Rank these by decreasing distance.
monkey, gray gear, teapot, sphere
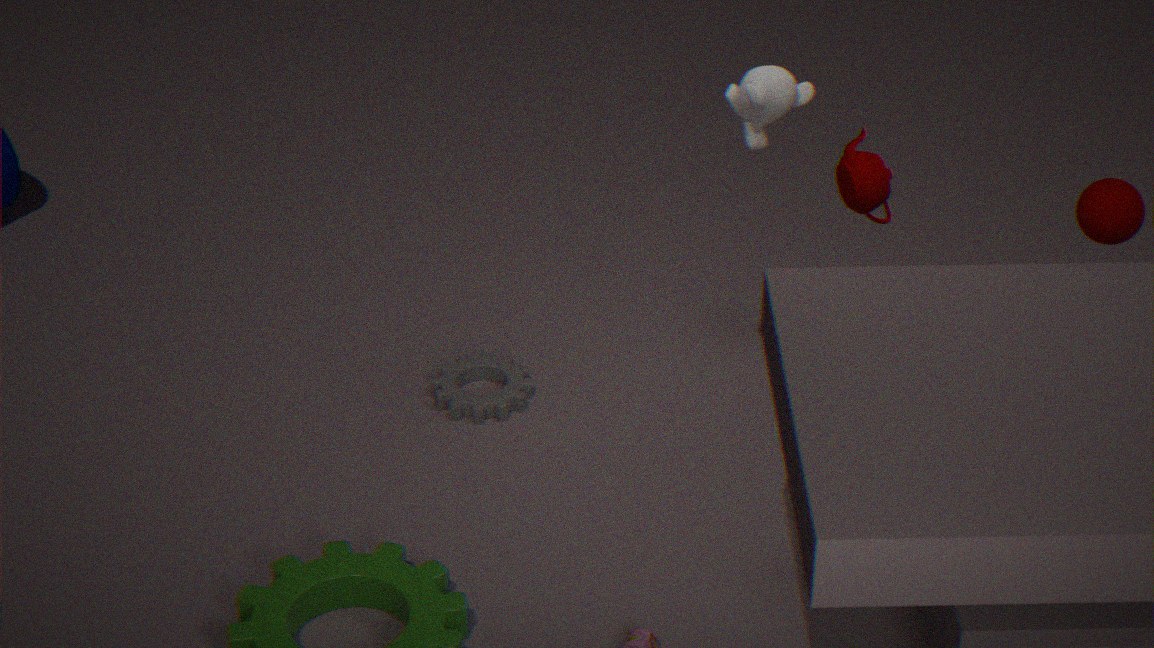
gray gear → sphere → teapot → monkey
